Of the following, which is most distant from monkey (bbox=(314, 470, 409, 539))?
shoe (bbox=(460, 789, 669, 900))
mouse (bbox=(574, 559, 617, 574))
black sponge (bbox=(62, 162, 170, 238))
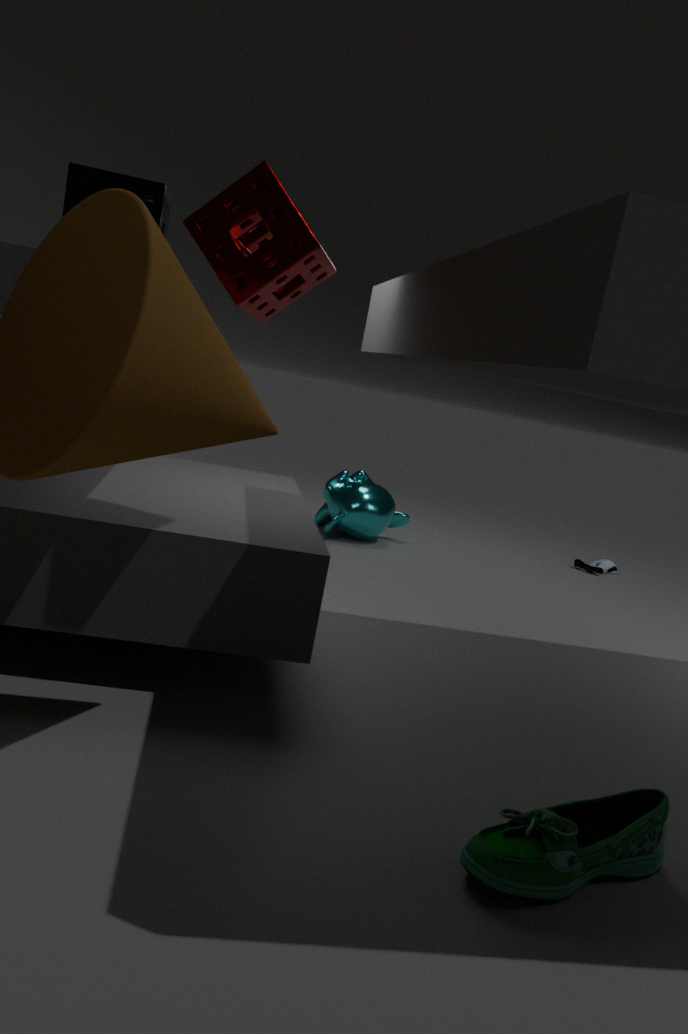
shoe (bbox=(460, 789, 669, 900))
